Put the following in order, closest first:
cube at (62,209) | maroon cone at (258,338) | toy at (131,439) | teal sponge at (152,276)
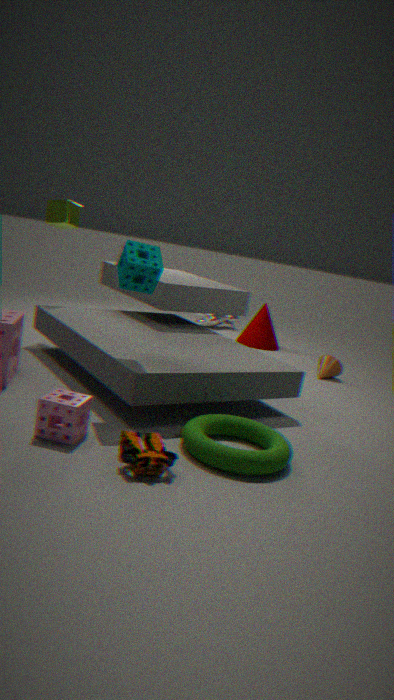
toy at (131,439)
teal sponge at (152,276)
cube at (62,209)
maroon cone at (258,338)
